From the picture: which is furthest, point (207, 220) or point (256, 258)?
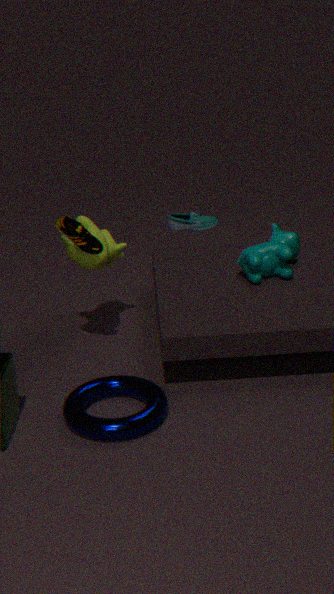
point (207, 220)
